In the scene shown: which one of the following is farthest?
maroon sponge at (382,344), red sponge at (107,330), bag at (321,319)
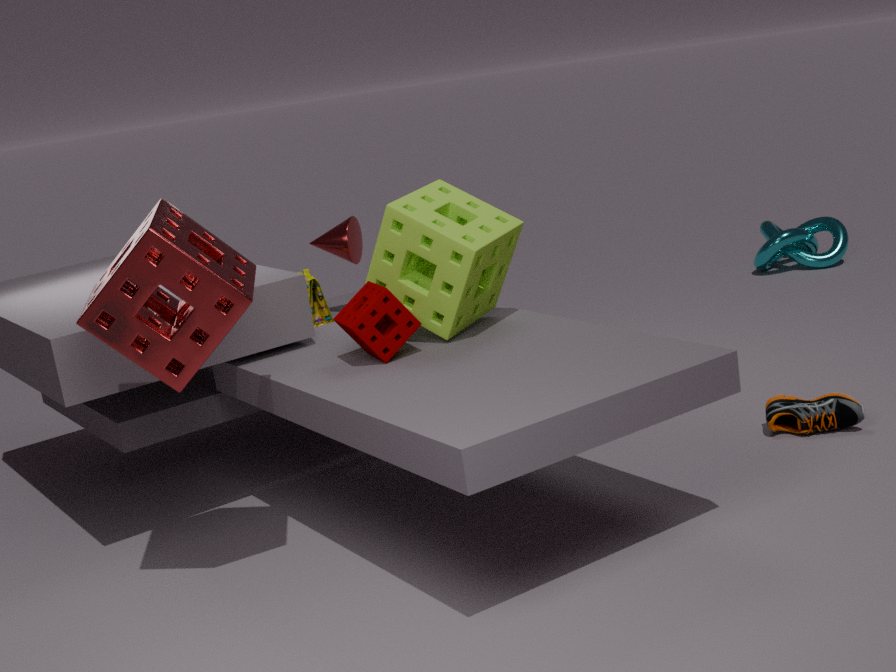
bag at (321,319)
